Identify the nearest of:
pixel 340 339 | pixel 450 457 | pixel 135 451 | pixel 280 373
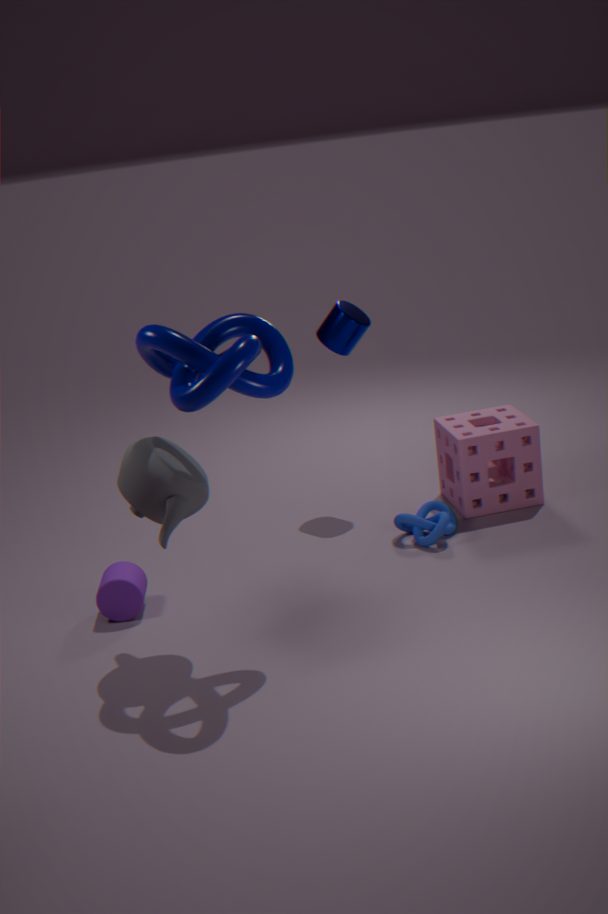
pixel 280 373
